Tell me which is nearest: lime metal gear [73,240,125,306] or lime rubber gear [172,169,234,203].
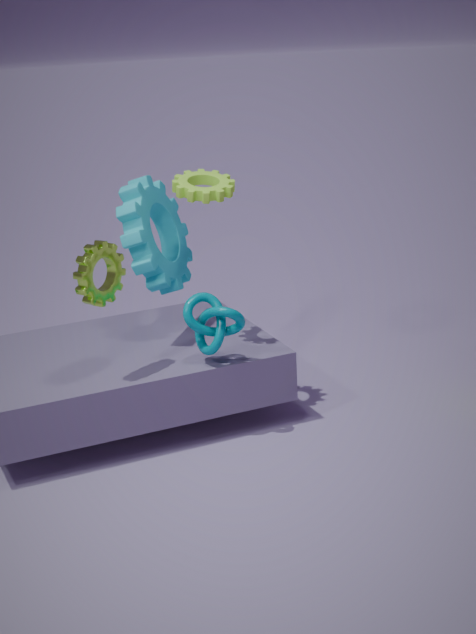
lime metal gear [73,240,125,306]
